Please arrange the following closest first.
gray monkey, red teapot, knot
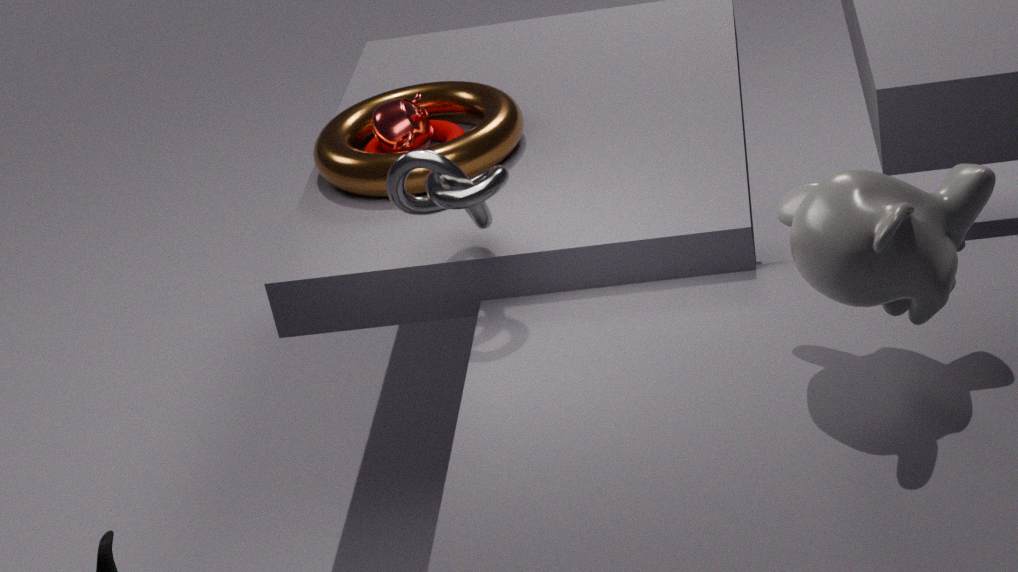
gray monkey
knot
red teapot
